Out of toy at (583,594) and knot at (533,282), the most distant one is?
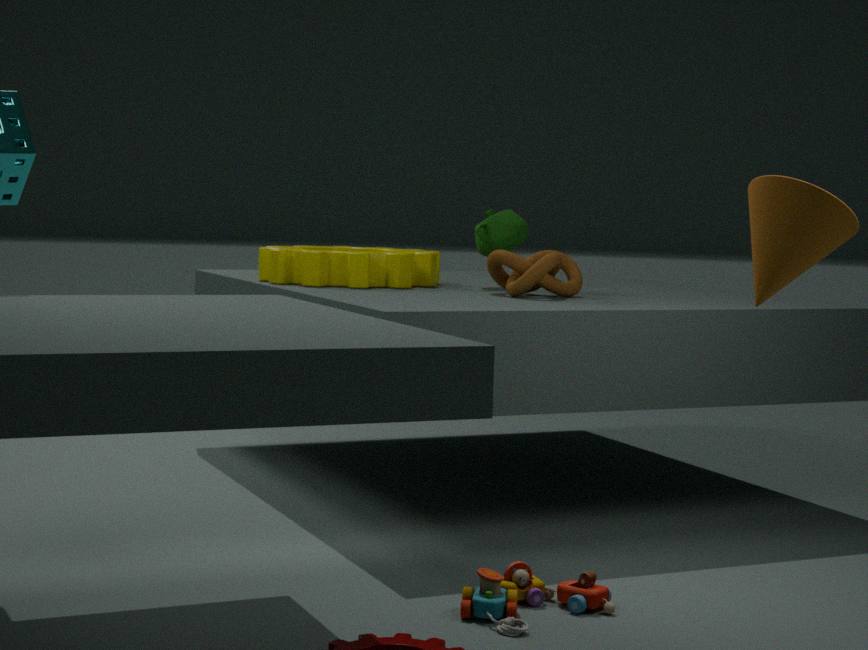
knot at (533,282)
